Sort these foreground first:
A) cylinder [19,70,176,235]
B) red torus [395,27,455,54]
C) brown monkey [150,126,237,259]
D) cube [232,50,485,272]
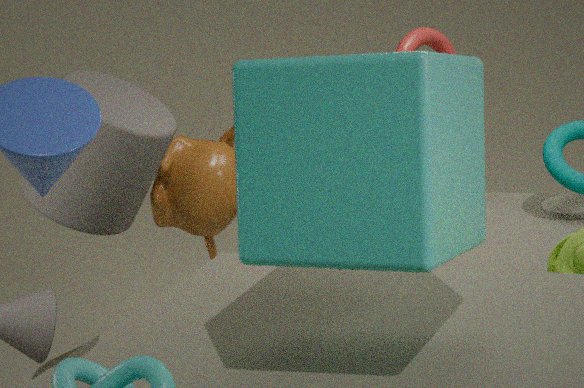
cube [232,50,485,272]
cylinder [19,70,176,235]
red torus [395,27,455,54]
brown monkey [150,126,237,259]
